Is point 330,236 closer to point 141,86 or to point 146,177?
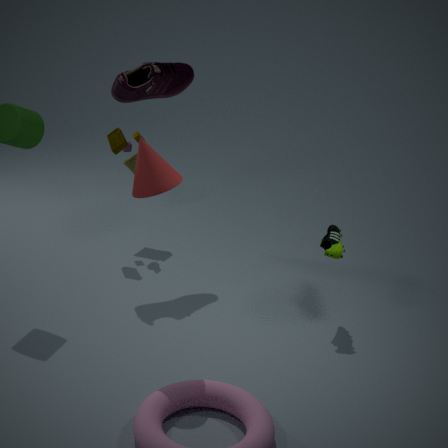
point 146,177
